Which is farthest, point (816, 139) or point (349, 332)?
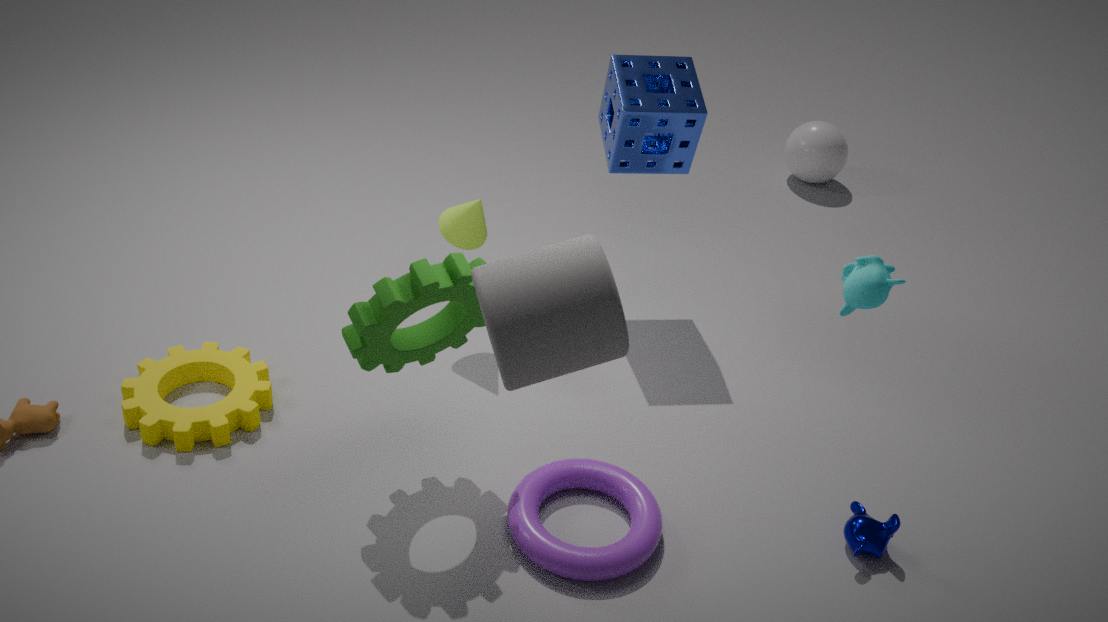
point (816, 139)
